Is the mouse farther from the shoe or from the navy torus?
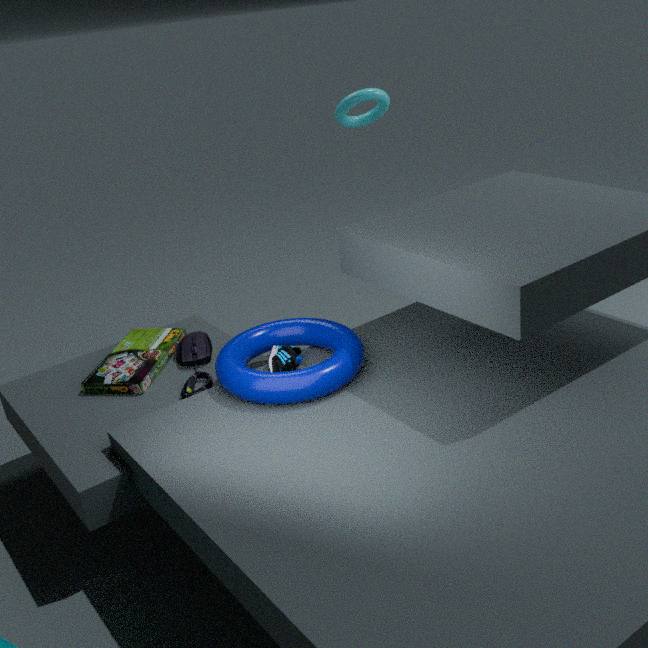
the shoe
